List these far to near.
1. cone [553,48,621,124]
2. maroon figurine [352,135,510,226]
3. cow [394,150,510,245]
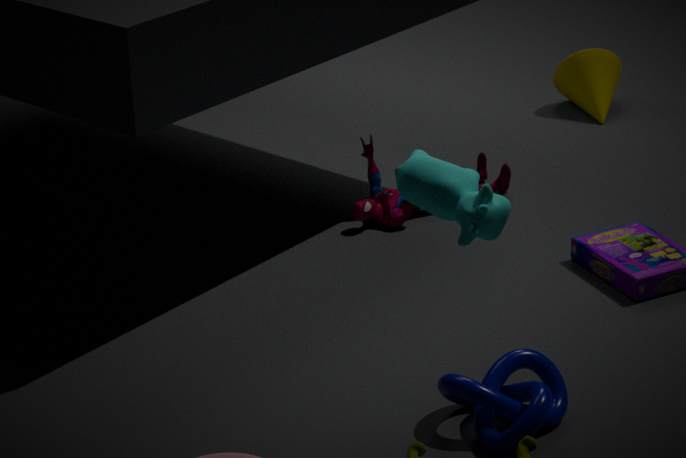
cone [553,48,621,124] → maroon figurine [352,135,510,226] → cow [394,150,510,245]
